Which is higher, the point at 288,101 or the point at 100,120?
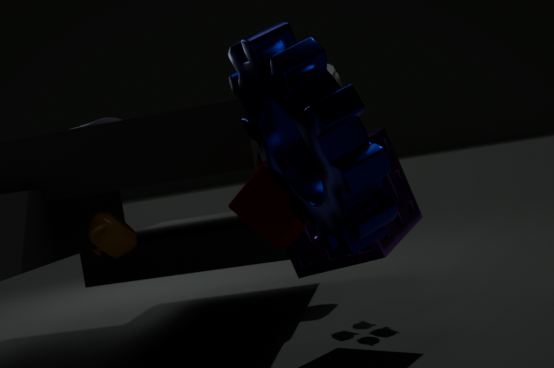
the point at 100,120
